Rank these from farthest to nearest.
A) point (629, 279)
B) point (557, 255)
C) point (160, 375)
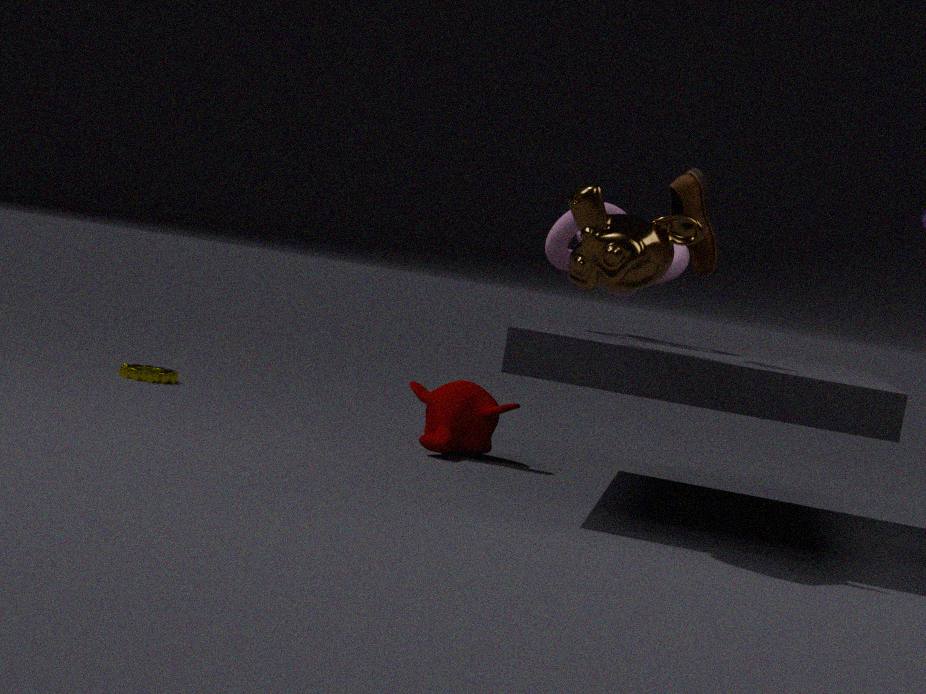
1. point (160, 375)
2. point (557, 255)
3. point (629, 279)
